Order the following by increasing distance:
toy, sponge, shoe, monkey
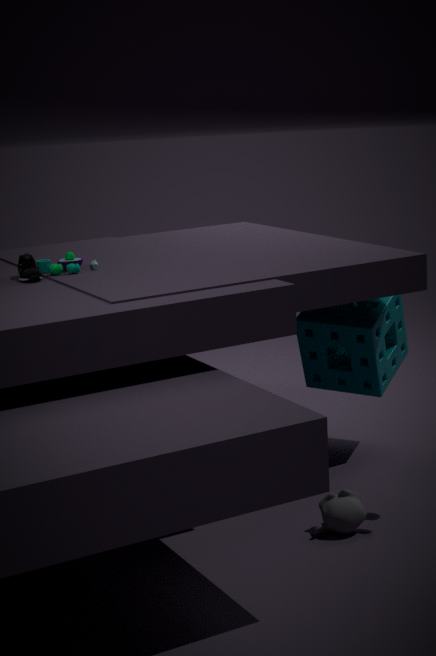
monkey < shoe < toy < sponge
